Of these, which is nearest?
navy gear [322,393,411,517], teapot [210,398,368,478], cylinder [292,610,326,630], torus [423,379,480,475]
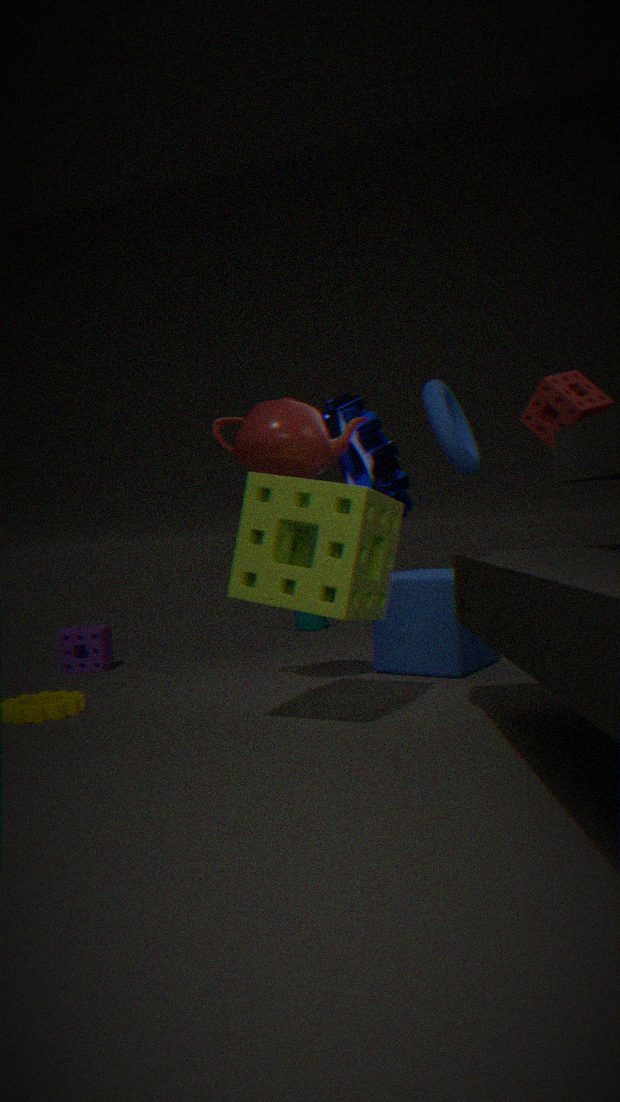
torus [423,379,480,475]
